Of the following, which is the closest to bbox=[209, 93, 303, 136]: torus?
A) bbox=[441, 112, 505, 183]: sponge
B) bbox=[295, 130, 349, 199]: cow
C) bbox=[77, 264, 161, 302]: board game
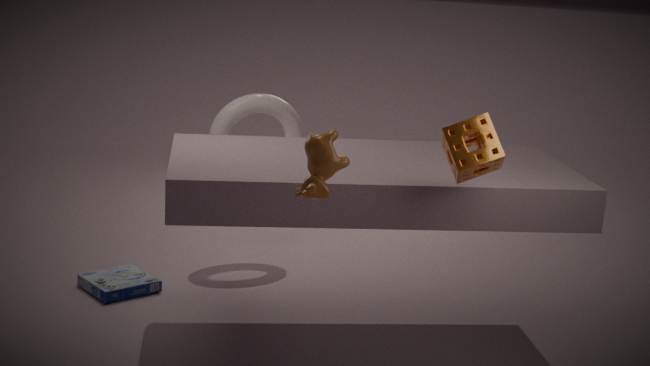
bbox=[77, 264, 161, 302]: board game
